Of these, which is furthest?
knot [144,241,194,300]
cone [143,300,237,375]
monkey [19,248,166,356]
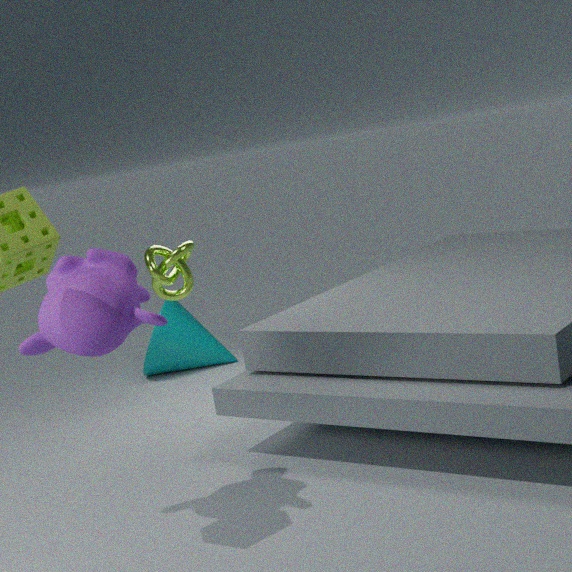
cone [143,300,237,375]
